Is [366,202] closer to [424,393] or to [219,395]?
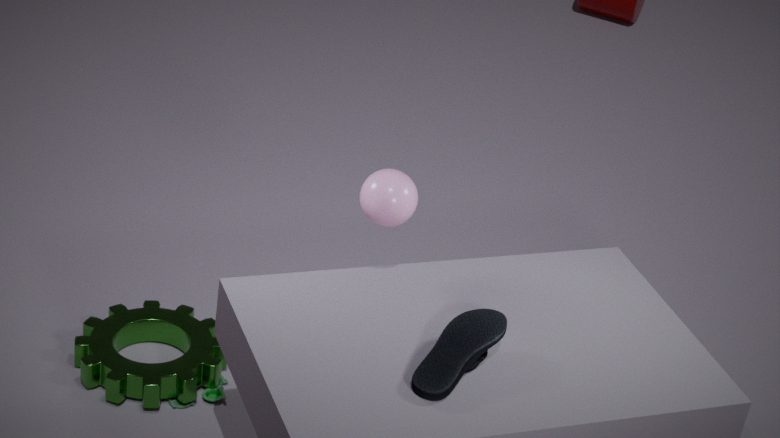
[424,393]
